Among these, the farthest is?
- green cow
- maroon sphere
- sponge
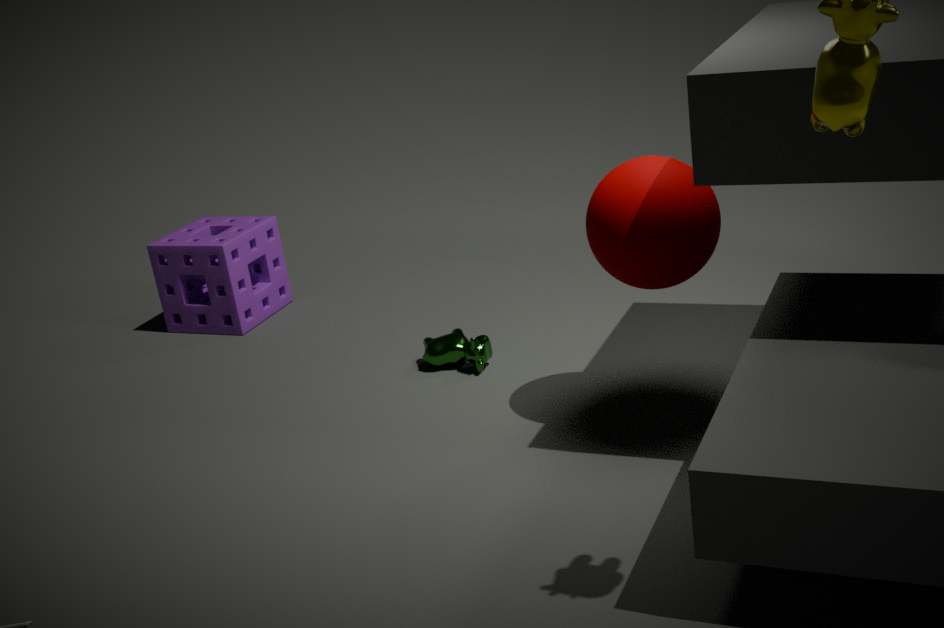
sponge
